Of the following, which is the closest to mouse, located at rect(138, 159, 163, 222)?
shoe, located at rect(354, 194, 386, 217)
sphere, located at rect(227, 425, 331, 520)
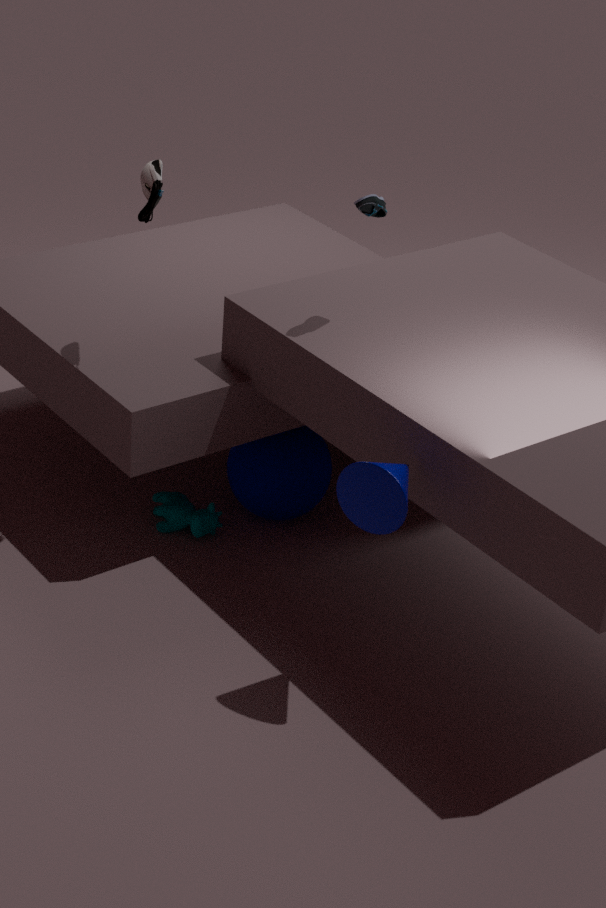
shoe, located at rect(354, 194, 386, 217)
